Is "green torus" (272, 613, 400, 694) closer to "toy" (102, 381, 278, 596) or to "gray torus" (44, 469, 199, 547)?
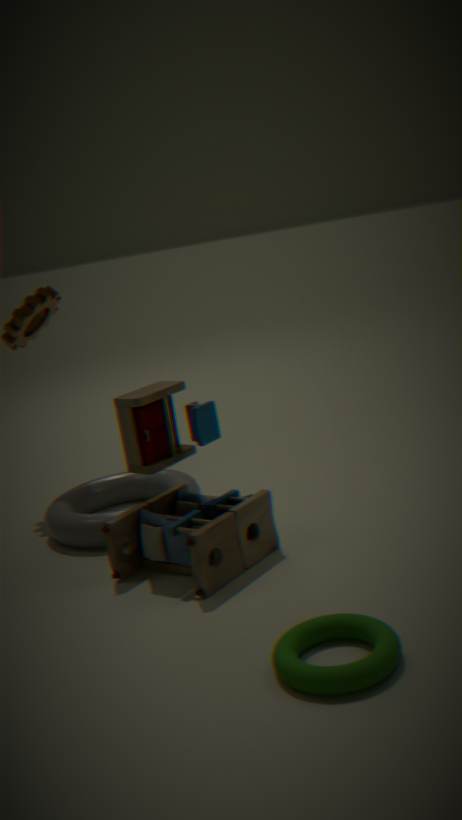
"toy" (102, 381, 278, 596)
